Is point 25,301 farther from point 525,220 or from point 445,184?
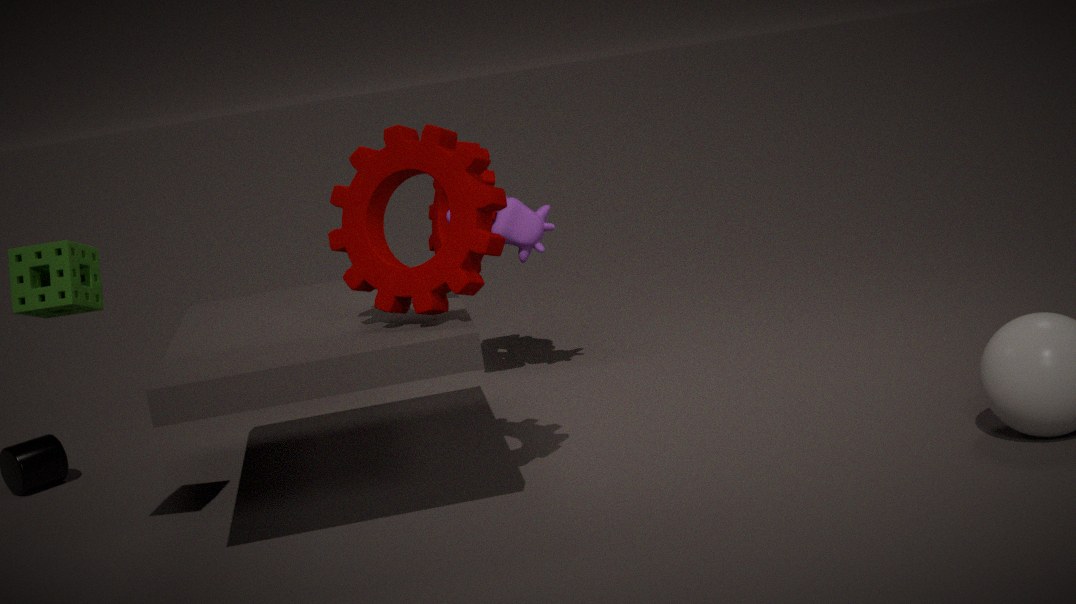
point 525,220
